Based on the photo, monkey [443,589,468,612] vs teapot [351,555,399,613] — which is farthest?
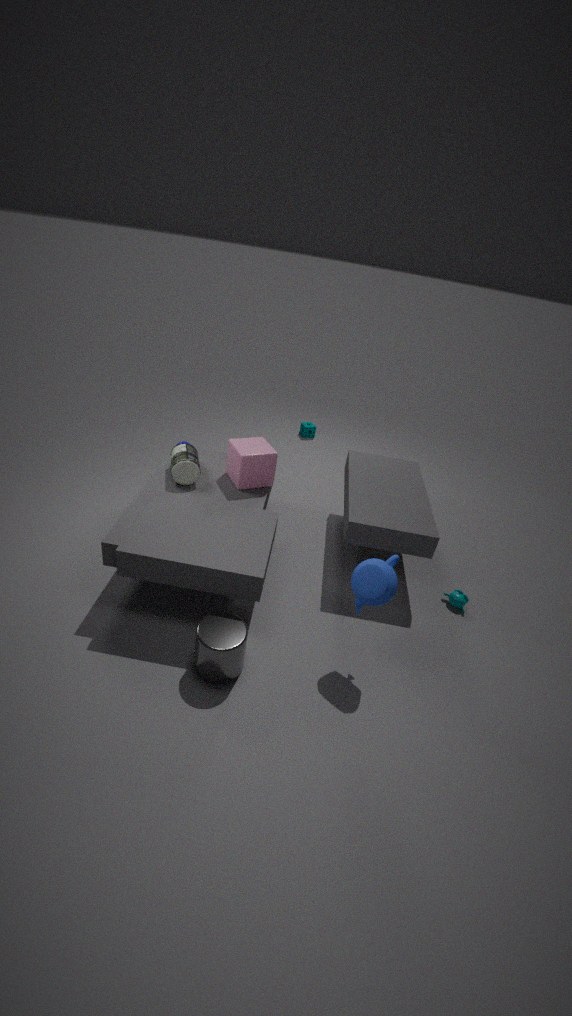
monkey [443,589,468,612]
